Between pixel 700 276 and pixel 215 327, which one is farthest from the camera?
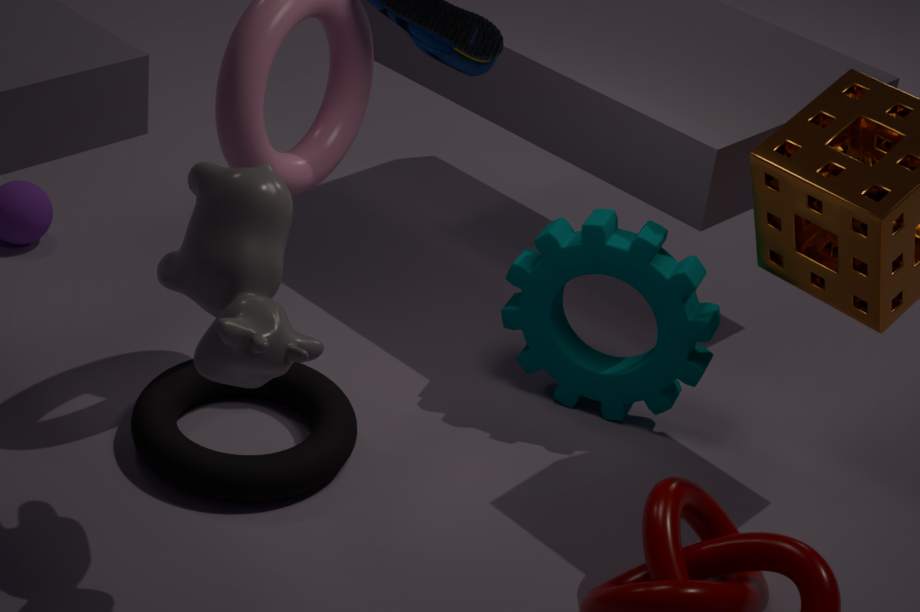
pixel 700 276
